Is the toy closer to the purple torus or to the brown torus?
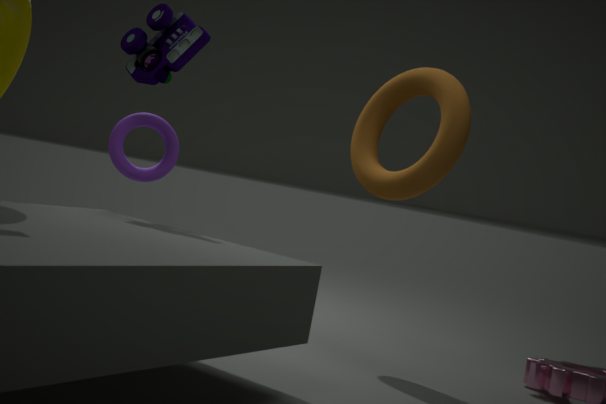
the purple torus
